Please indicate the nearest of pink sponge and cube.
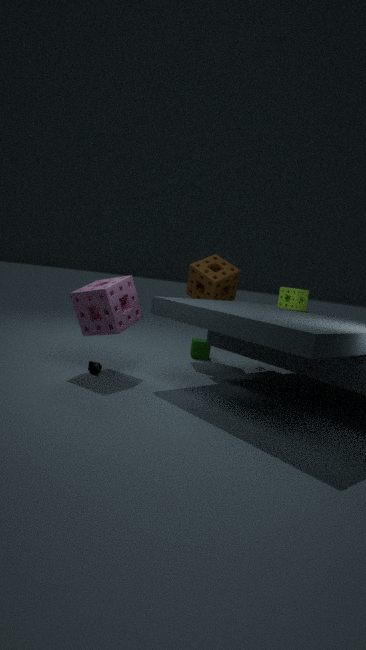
pink sponge
